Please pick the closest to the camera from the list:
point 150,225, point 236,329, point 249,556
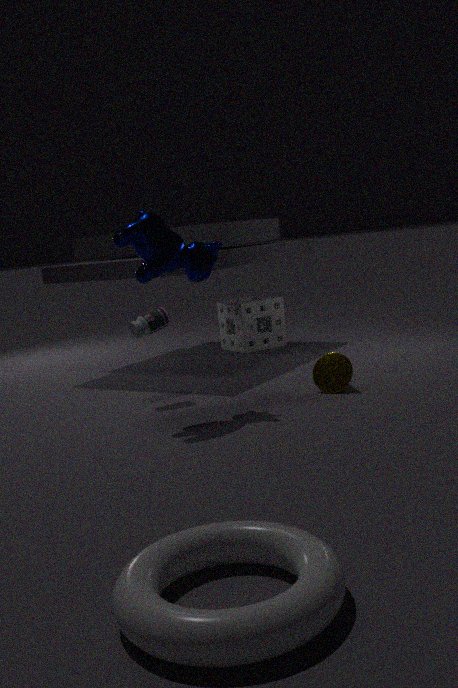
point 249,556
